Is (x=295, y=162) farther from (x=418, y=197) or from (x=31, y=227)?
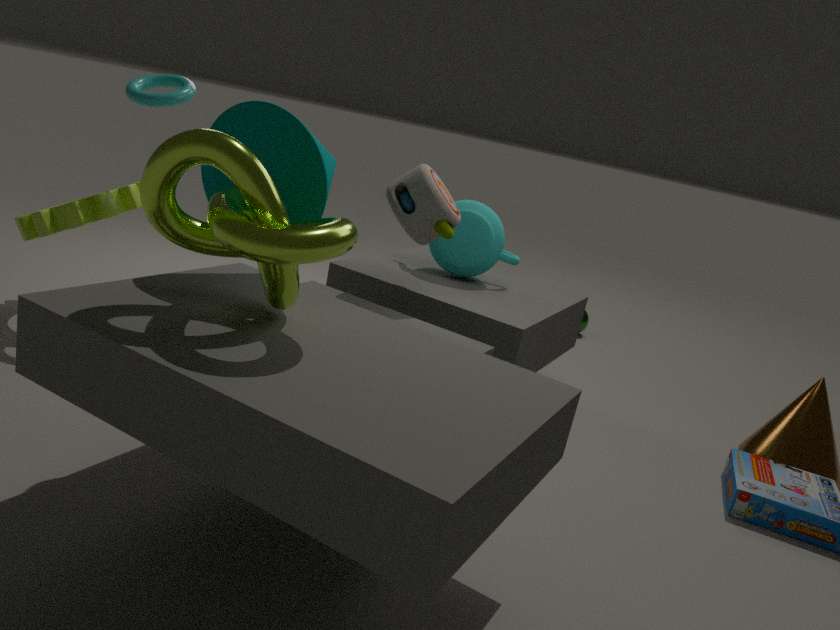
(x=31, y=227)
